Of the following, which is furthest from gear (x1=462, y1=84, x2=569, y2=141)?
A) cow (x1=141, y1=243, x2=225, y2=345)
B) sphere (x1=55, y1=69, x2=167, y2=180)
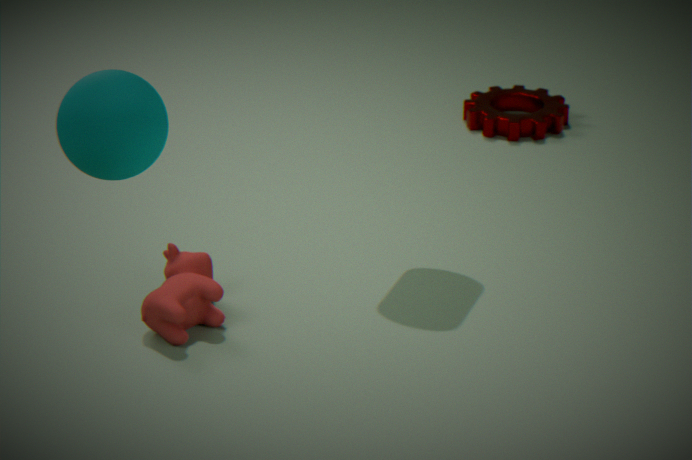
sphere (x1=55, y1=69, x2=167, y2=180)
